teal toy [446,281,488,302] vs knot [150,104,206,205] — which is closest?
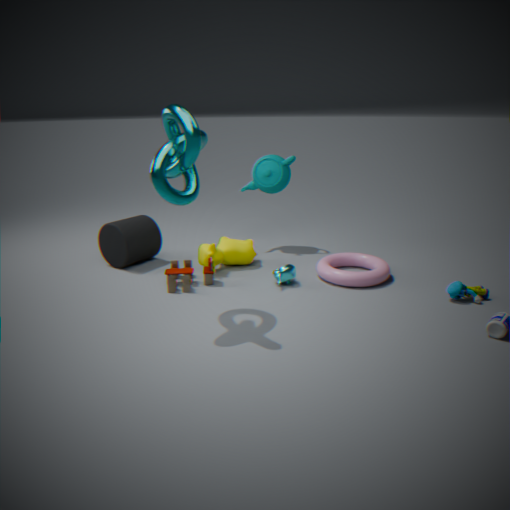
knot [150,104,206,205]
